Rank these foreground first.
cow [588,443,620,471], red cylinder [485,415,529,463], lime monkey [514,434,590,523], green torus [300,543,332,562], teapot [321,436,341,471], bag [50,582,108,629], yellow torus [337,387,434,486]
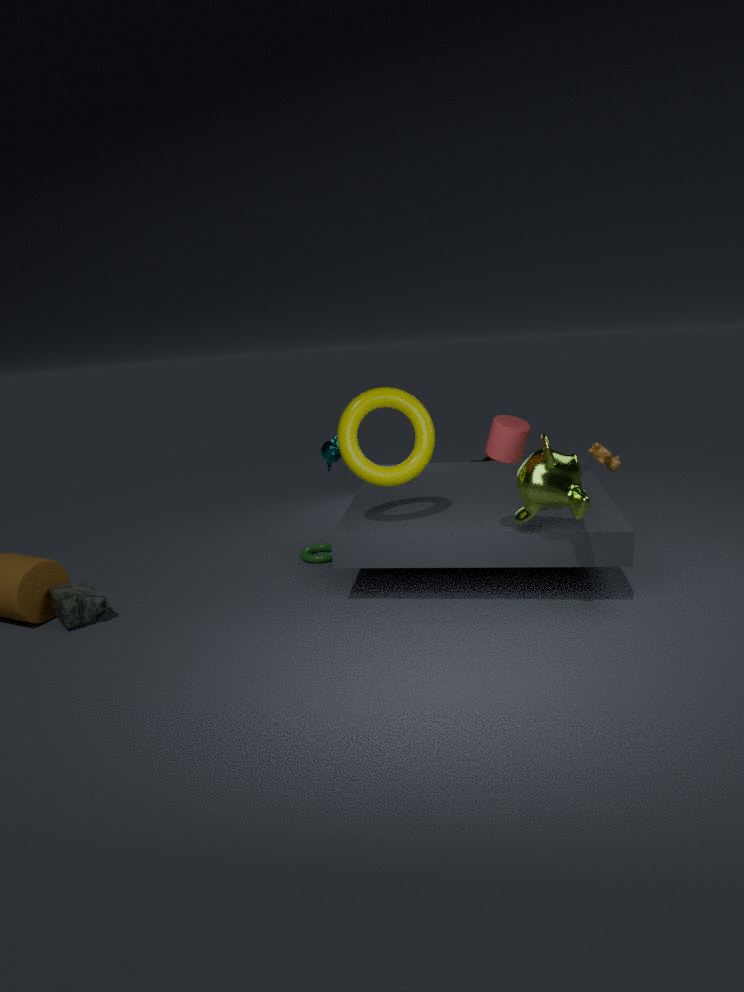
red cylinder [485,415,529,463]
lime monkey [514,434,590,523]
yellow torus [337,387,434,486]
bag [50,582,108,629]
green torus [300,543,332,562]
cow [588,443,620,471]
teapot [321,436,341,471]
